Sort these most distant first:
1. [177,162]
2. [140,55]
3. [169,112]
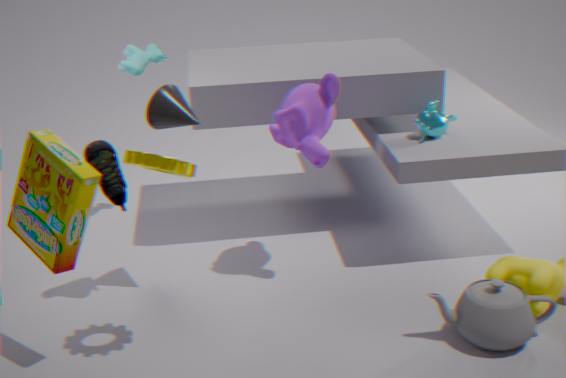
[140,55] → [169,112] → [177,162]
